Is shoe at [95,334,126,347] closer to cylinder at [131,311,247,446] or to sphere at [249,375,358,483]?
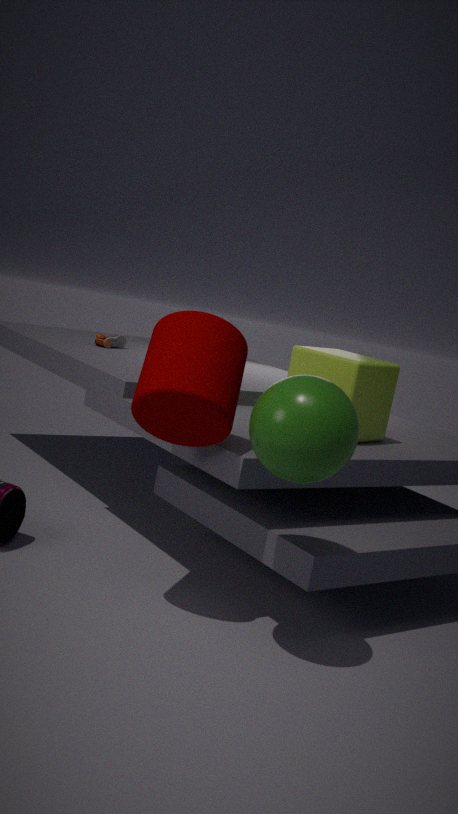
cylinder at [131,311,247,446]
